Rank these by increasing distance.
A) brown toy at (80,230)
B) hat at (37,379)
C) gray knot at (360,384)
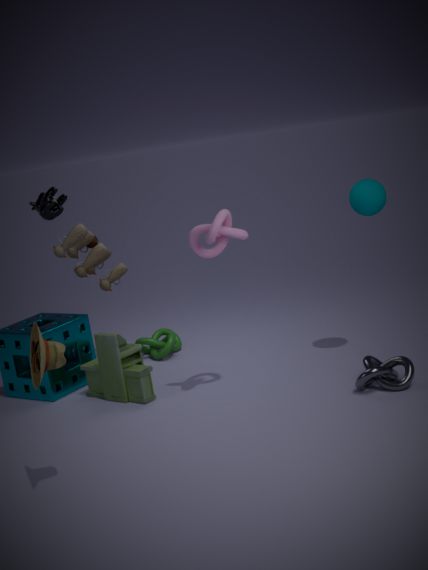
hat at (37,379) < gray knot at (360,384) < brown toy at (80,230)
